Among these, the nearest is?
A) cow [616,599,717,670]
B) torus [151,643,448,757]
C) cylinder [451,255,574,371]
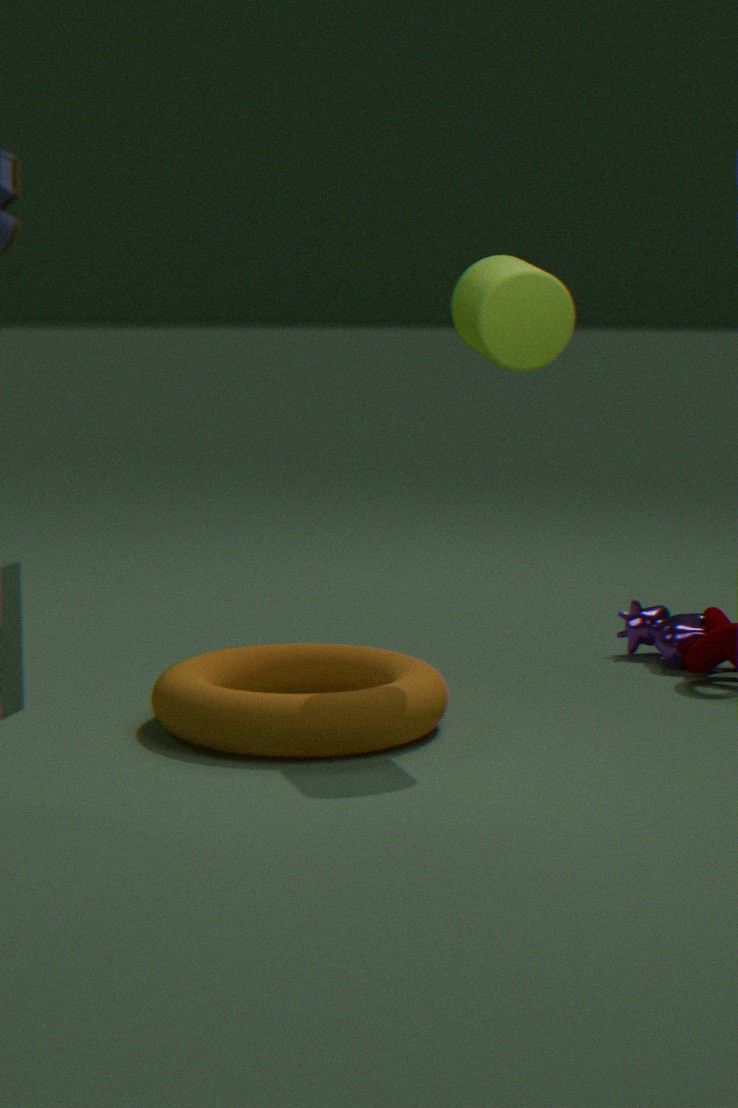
torus [151,643,448,757]
